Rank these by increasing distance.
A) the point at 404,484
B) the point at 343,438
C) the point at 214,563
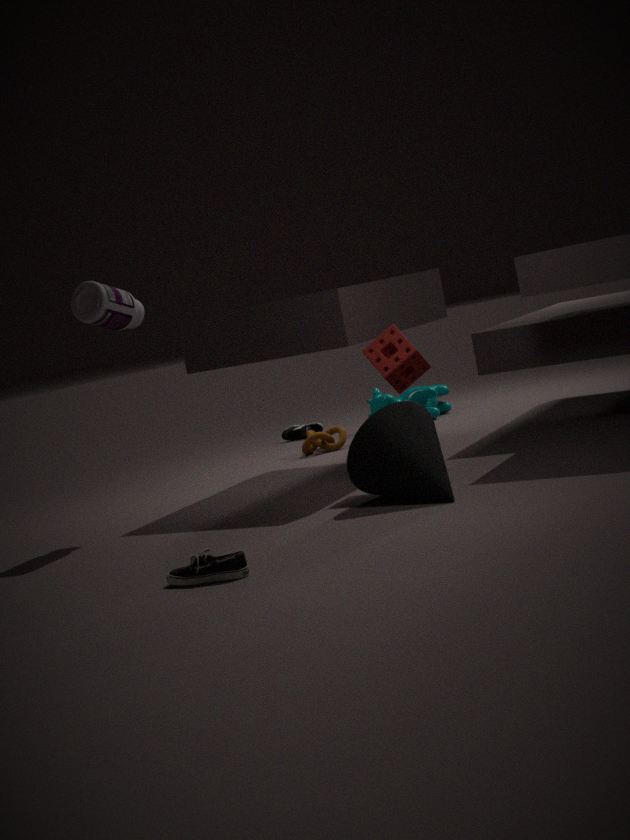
C. the point at 214,563 → A. the point at 404,484 → B. the point at 343,438
